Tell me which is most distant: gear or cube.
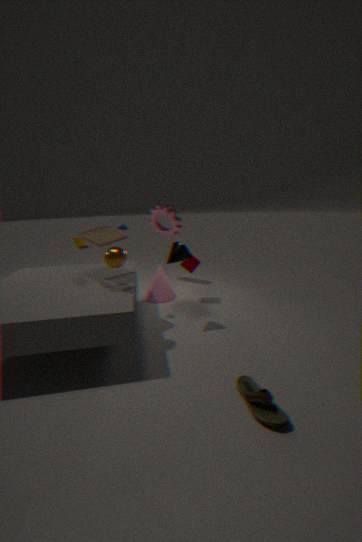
A: gear
